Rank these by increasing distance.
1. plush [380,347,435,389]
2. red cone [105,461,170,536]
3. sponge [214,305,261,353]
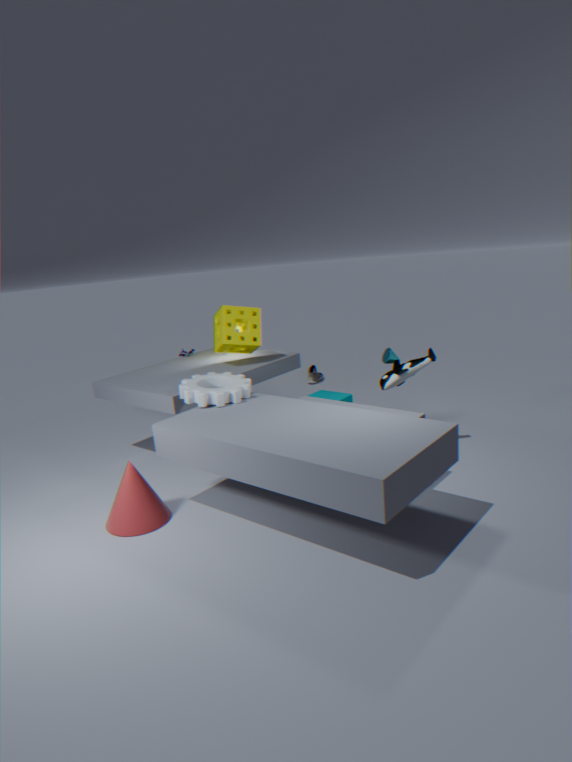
red cone [105,461,170,536] < plush [380,347,435,389] < sponge [214,305,261,353]
